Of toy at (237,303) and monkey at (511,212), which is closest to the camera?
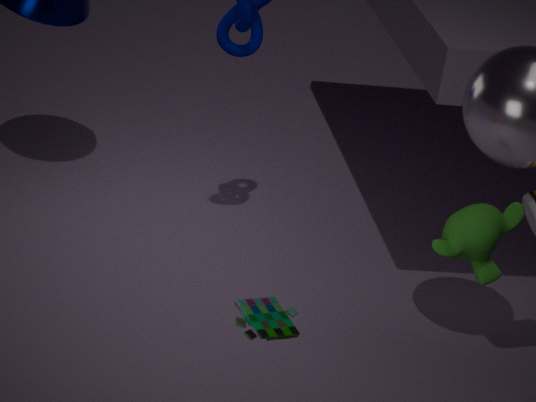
toy at (237,303)
